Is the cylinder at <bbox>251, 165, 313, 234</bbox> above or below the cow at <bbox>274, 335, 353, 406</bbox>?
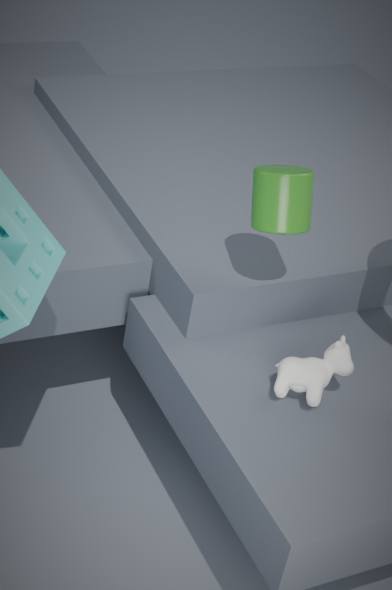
above
